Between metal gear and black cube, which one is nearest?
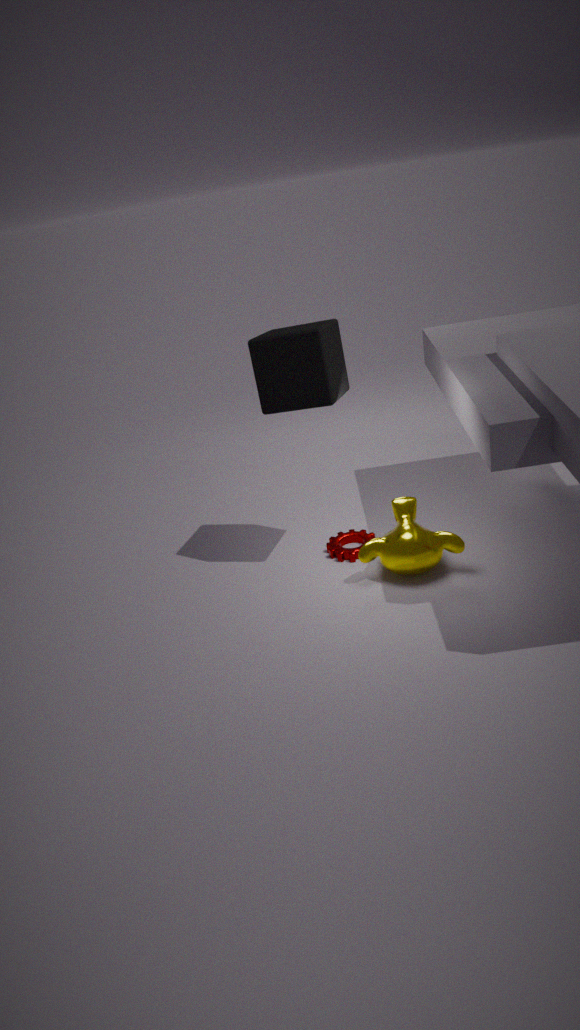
black cube
